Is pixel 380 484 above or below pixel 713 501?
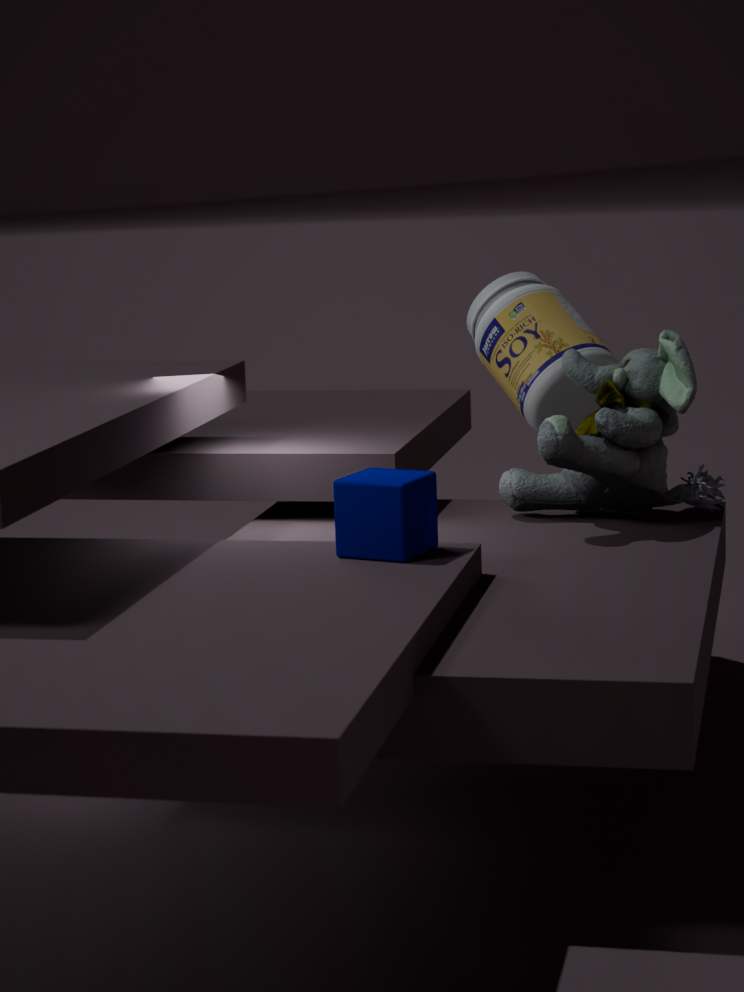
below
